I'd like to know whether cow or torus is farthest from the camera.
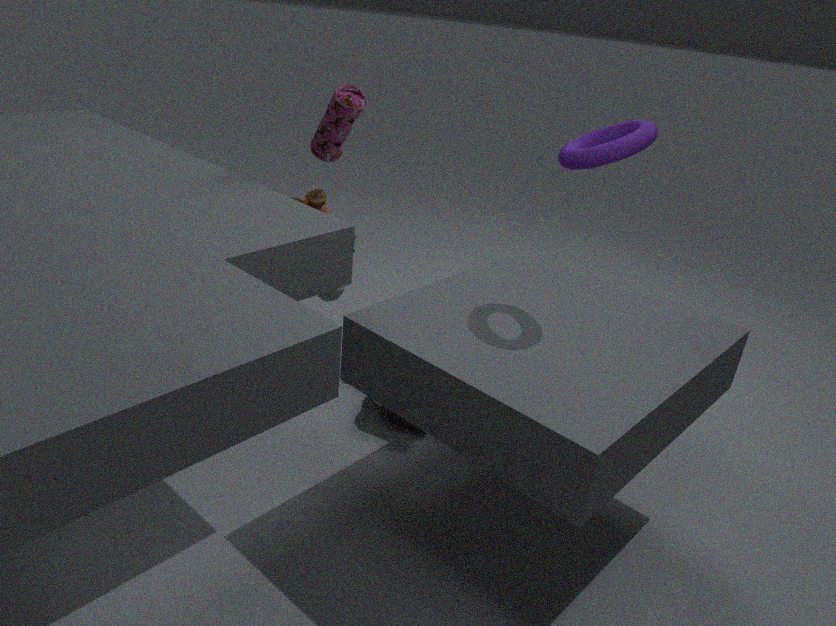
cow
